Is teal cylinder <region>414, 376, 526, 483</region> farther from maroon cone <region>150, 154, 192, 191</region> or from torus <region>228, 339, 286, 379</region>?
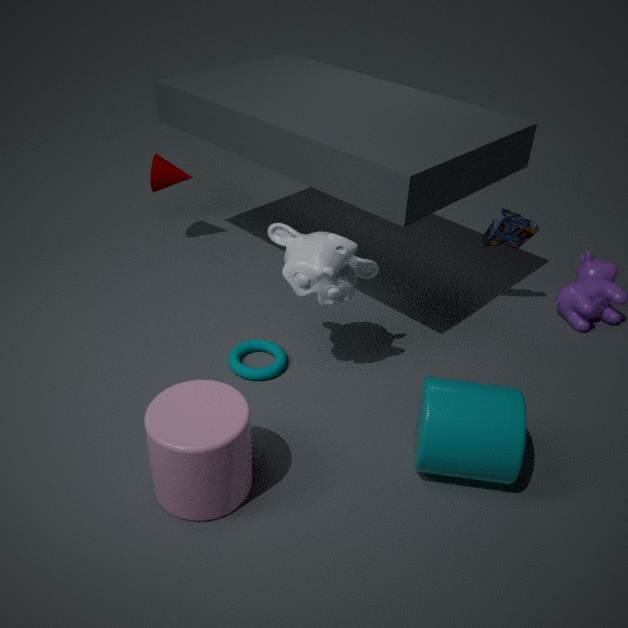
maroon cone <region>150, 154, 192, 191</region>
